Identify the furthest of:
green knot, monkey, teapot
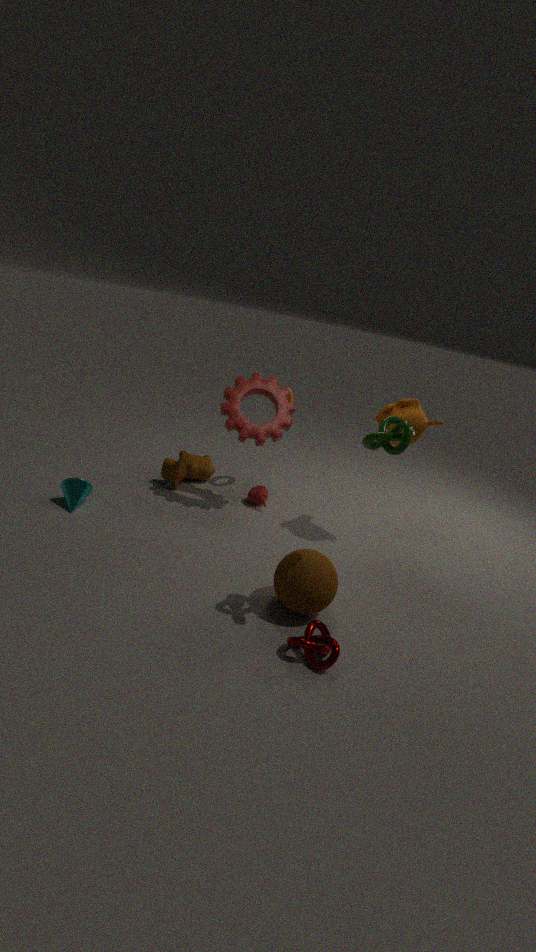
teapot
